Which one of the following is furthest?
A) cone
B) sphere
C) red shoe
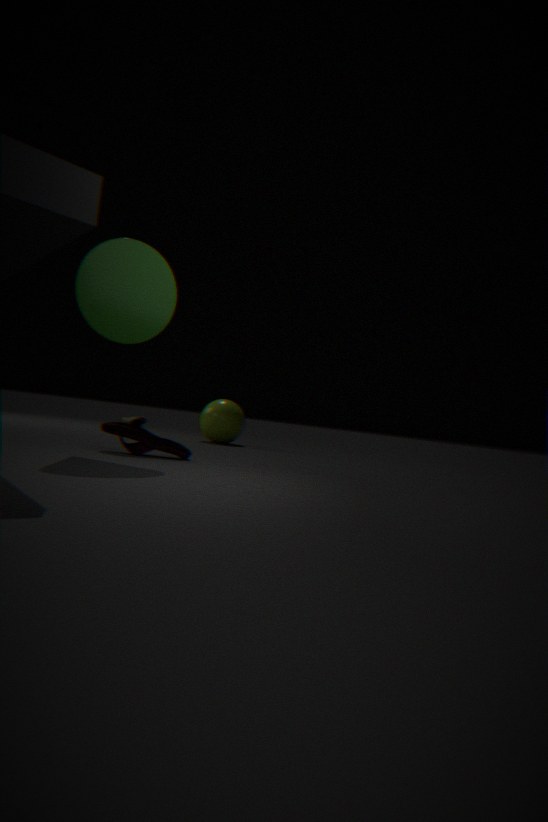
B. sphere
